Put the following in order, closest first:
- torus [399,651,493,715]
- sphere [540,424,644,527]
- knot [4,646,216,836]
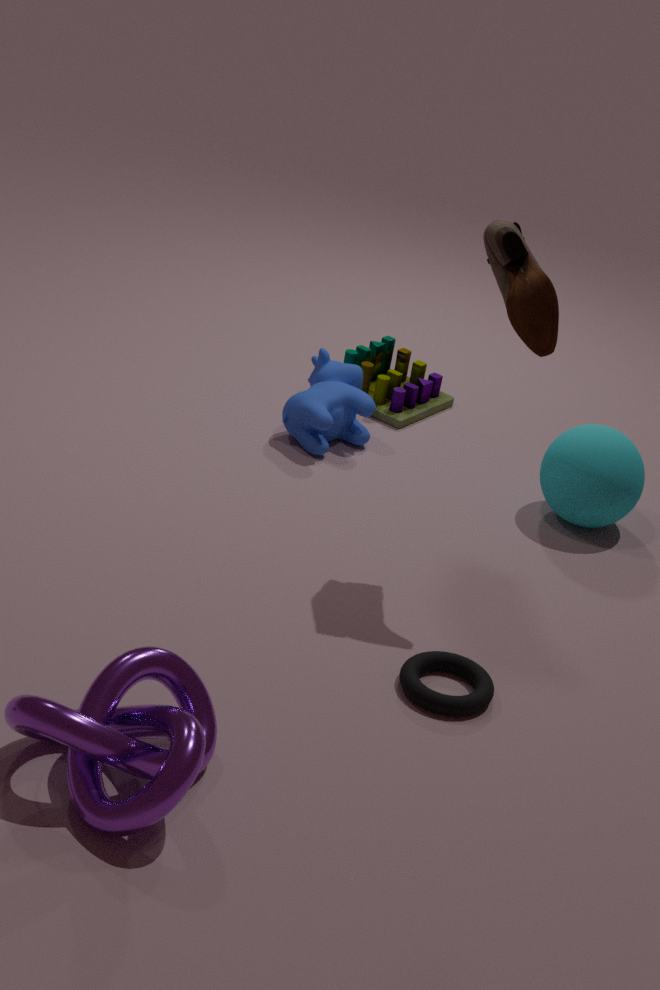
knot [4,646,216,836]
torus [399,651,493,715]
sphere [540,424,644,527]
